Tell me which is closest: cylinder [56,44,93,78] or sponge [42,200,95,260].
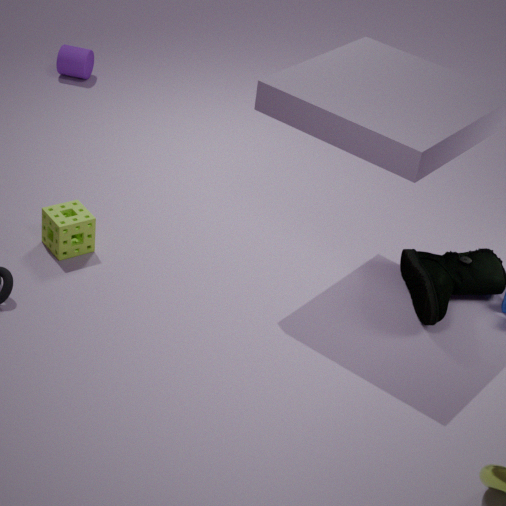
sponge [42,200,95,260]
